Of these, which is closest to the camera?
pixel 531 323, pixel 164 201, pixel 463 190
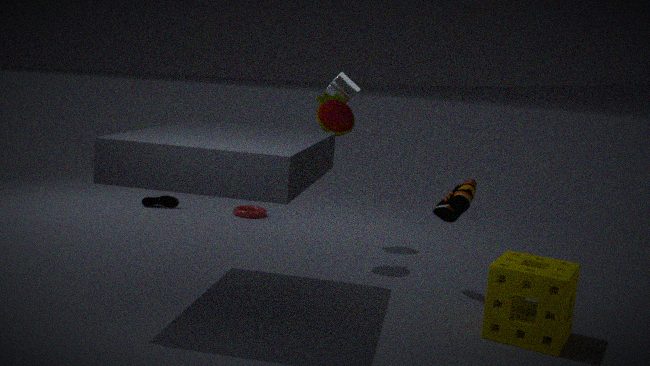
pixel 531 323
